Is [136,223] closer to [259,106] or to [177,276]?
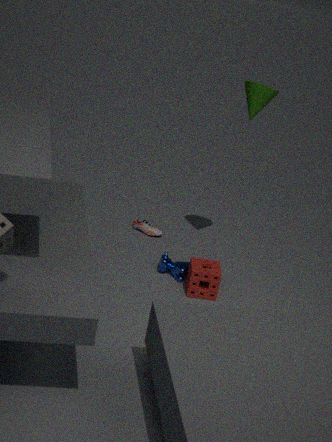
[177,276]
